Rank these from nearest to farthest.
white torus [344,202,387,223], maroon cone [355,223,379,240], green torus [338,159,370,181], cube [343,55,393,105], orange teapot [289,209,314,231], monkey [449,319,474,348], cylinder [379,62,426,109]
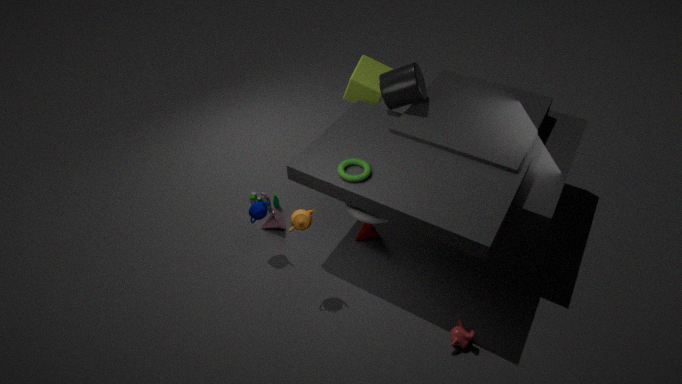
monkey [449,319,474,348] < orange teapot [289,209,314,231] < green torus [338,159,370,181] < white torus [344,202,387,223] < cylinder [379,62,426,109] < maroon cone [355,223,379,240] < cube [343,55,393,105]
